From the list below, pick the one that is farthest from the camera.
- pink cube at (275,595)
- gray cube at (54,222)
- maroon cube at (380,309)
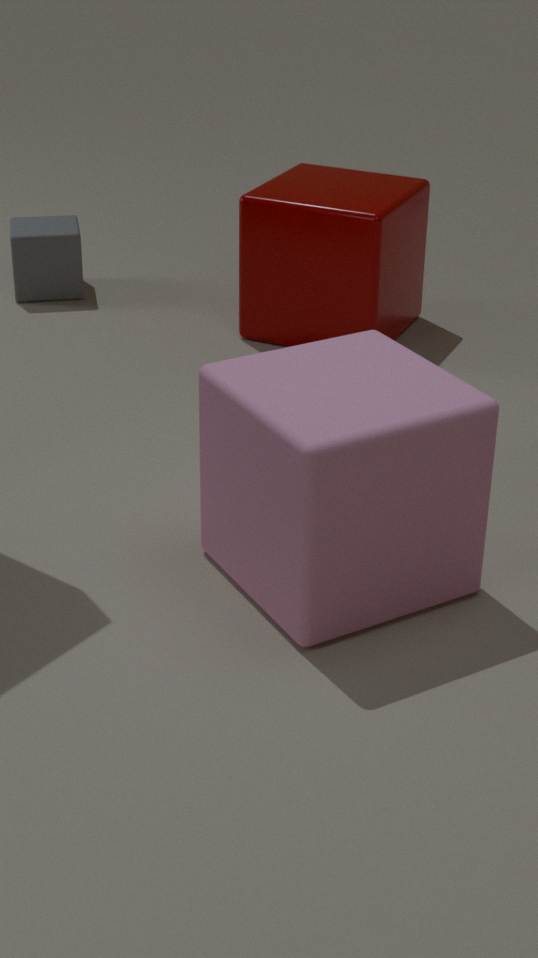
gray cube at (54,222)
